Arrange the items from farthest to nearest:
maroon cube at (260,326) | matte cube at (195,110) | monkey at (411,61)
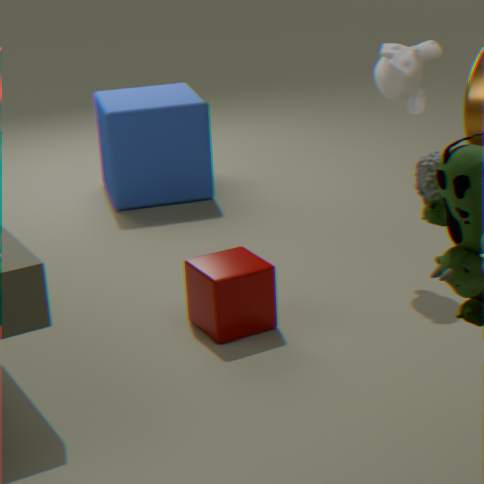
matte cube at (195,110) < monkey at (411,61) < maroon cube at (260,326)
